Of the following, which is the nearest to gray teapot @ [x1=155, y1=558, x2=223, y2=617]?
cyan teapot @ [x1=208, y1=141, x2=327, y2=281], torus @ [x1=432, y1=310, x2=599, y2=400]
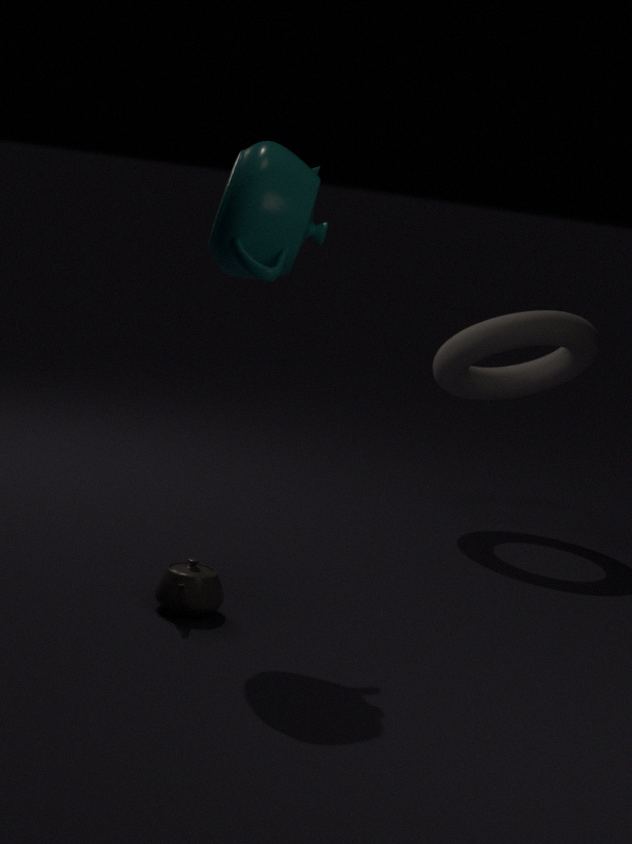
cyan teapot @ [x1=208, y1=141, x2=327, y2=281]
